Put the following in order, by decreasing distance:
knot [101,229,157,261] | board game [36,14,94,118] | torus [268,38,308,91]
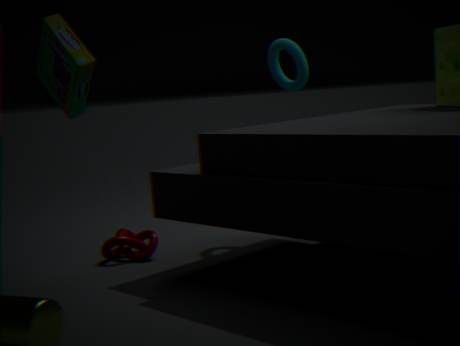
torus [268,38,308,91]
knot [101,229,157,261]
board game [36,14,94,118]
